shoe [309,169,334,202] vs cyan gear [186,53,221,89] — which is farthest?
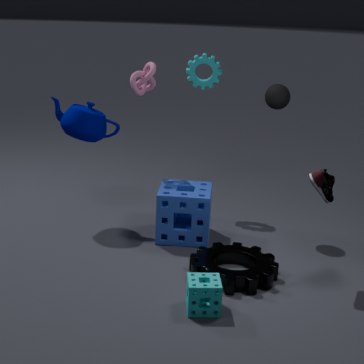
cyan gear [186,53,221,89]
